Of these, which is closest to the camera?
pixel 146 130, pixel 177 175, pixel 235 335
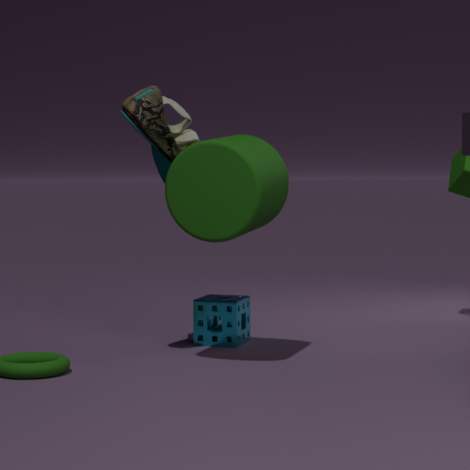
pixel 177 175
